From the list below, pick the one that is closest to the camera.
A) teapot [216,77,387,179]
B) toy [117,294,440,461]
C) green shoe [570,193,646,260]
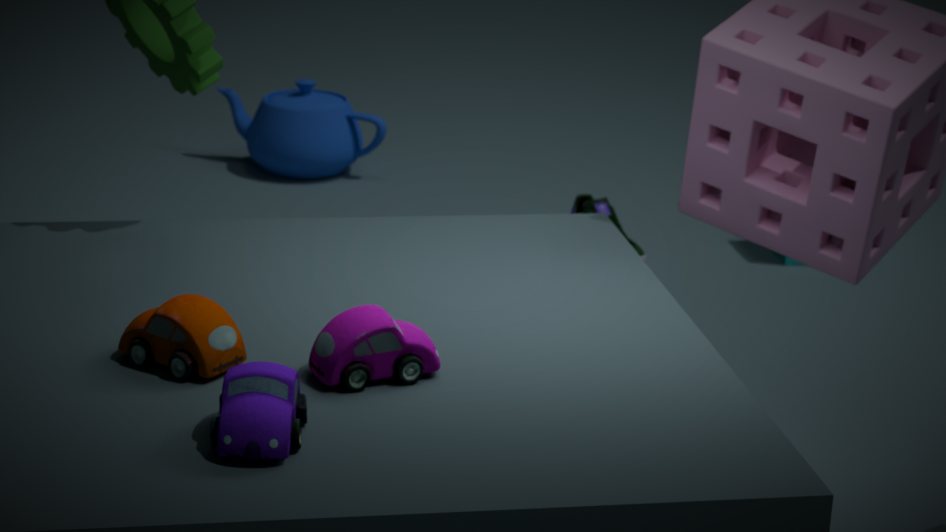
B. toy [117,294,440,461]
